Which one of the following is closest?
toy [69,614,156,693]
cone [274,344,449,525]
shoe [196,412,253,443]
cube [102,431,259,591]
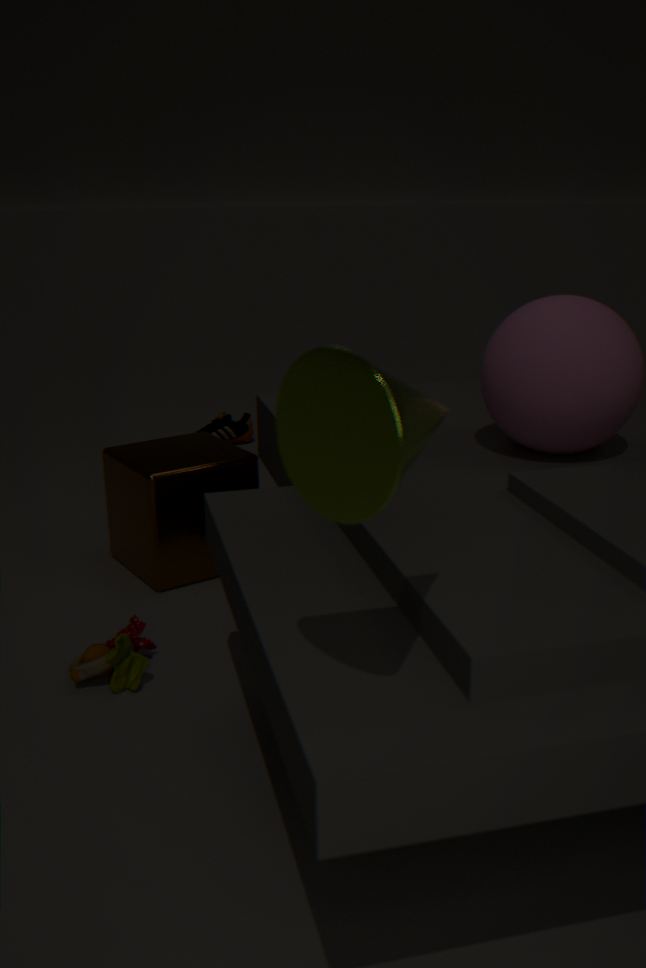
cone [274,344,449,525]
